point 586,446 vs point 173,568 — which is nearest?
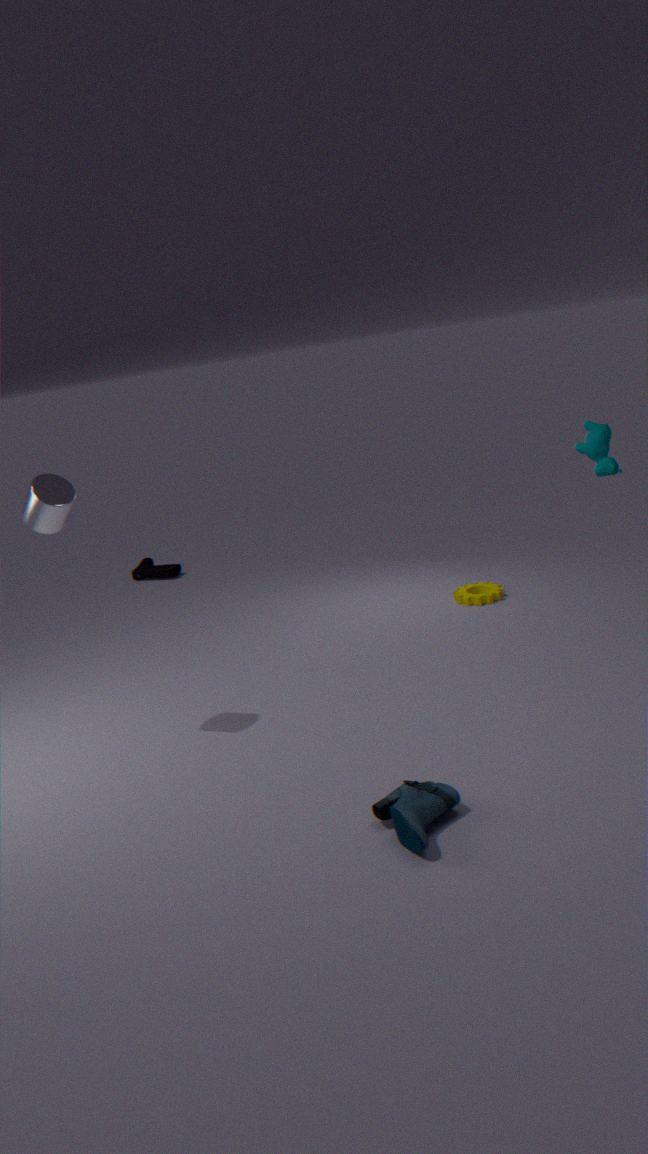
point 586,446
